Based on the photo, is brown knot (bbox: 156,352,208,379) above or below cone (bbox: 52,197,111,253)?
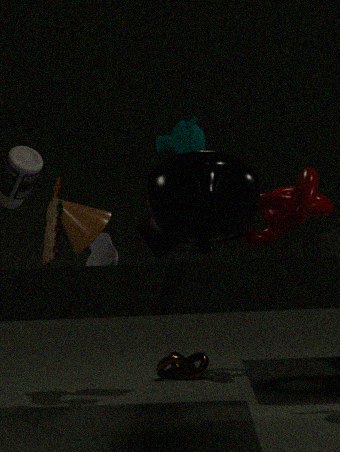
below
